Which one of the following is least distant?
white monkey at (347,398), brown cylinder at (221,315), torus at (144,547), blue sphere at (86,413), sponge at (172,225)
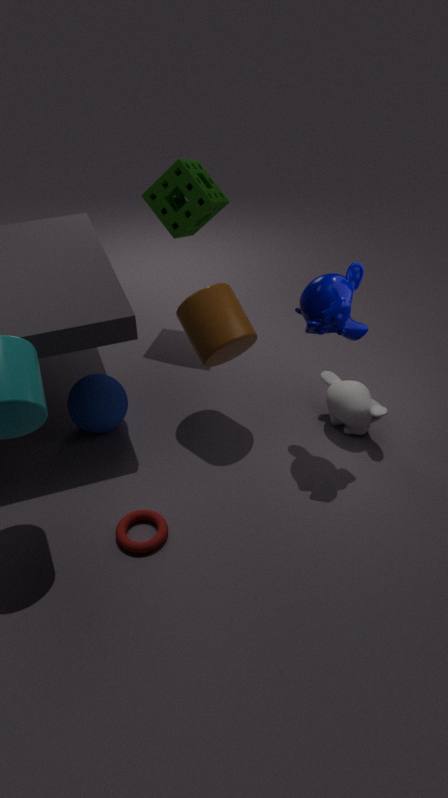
torus at (144,547)
